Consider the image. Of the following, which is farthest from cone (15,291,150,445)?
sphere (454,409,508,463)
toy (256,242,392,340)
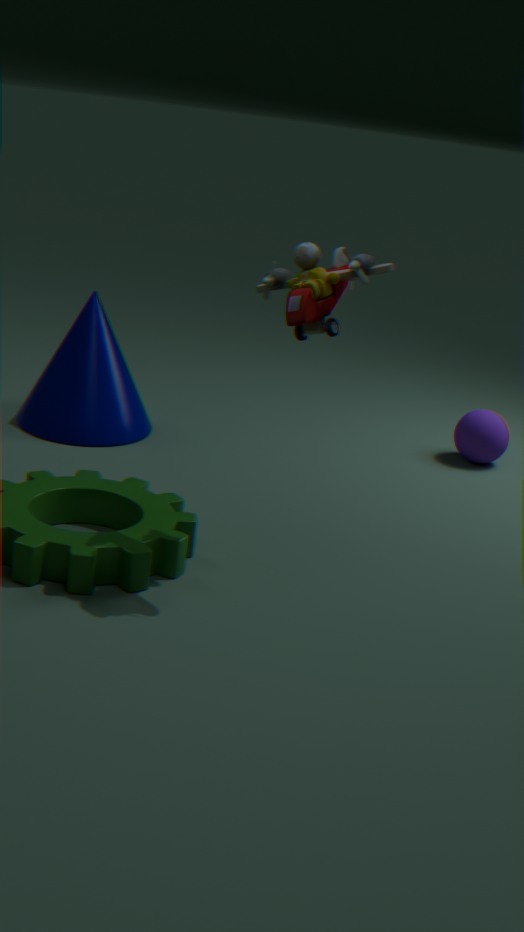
toy (256,242,392,340)
